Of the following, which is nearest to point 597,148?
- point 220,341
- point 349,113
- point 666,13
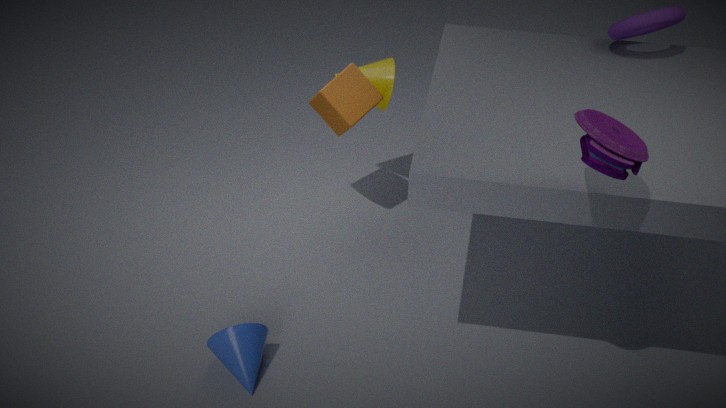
point 666,13
